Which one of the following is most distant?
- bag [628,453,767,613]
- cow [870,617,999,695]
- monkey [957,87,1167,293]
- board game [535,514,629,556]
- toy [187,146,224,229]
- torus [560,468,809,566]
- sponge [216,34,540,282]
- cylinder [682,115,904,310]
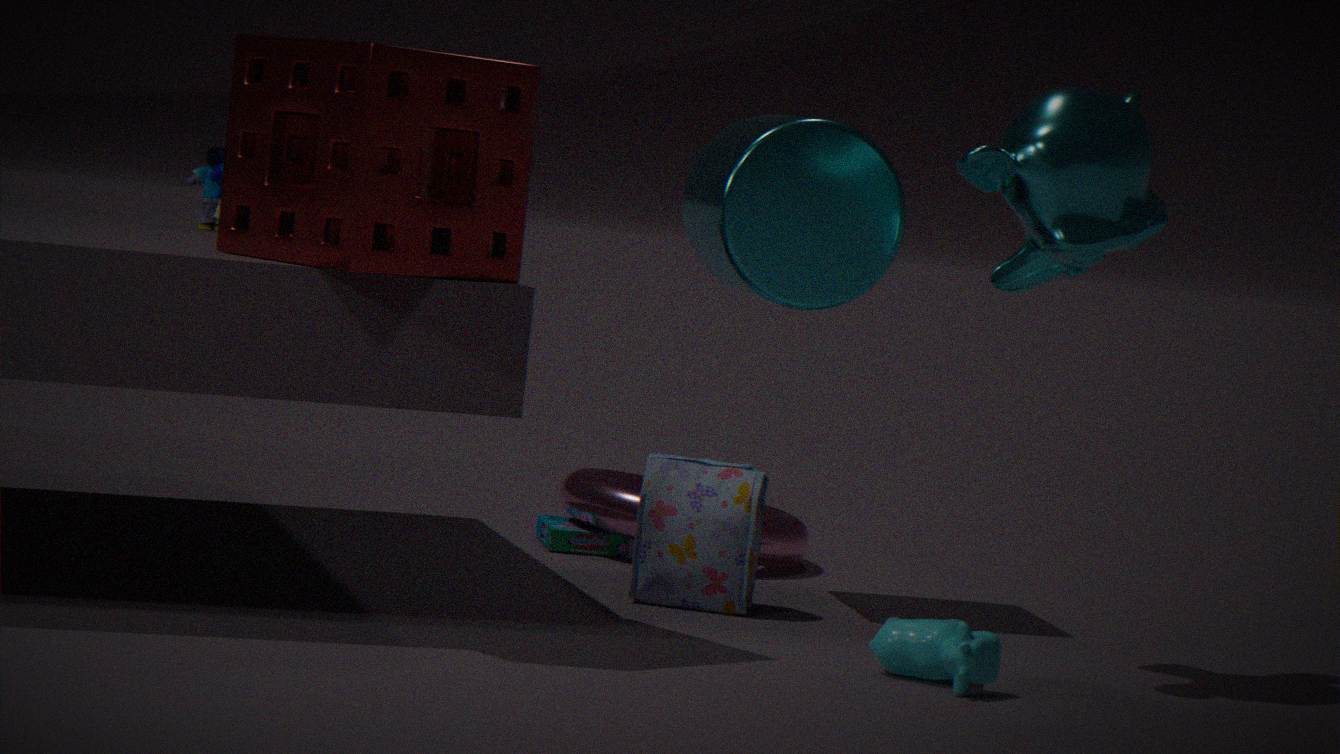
board game [535,514,629,556]
